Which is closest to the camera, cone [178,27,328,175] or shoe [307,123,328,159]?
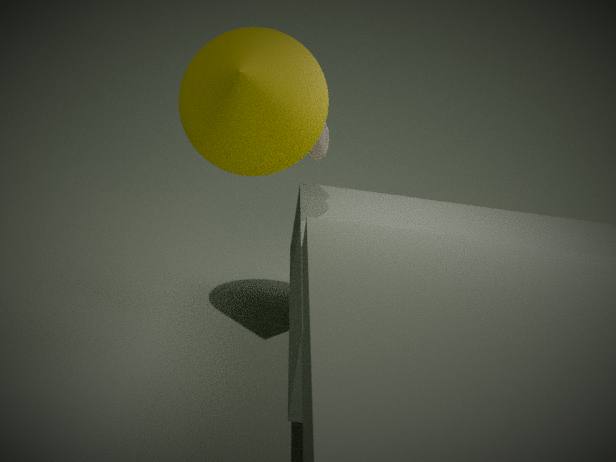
cone [178,27,328,175]
